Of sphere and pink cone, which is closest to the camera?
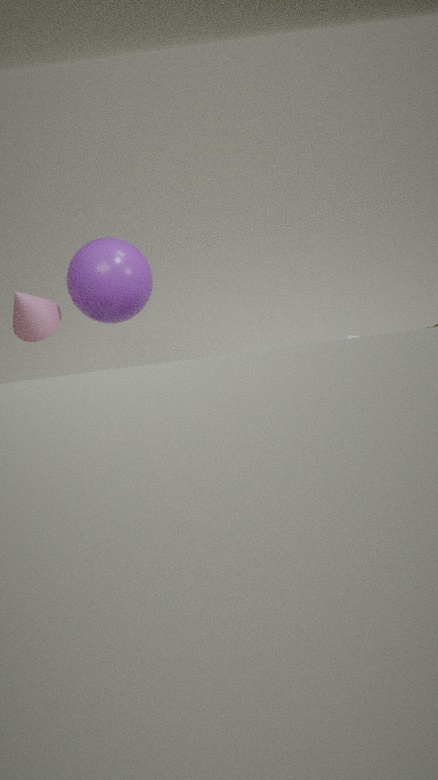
sphere
